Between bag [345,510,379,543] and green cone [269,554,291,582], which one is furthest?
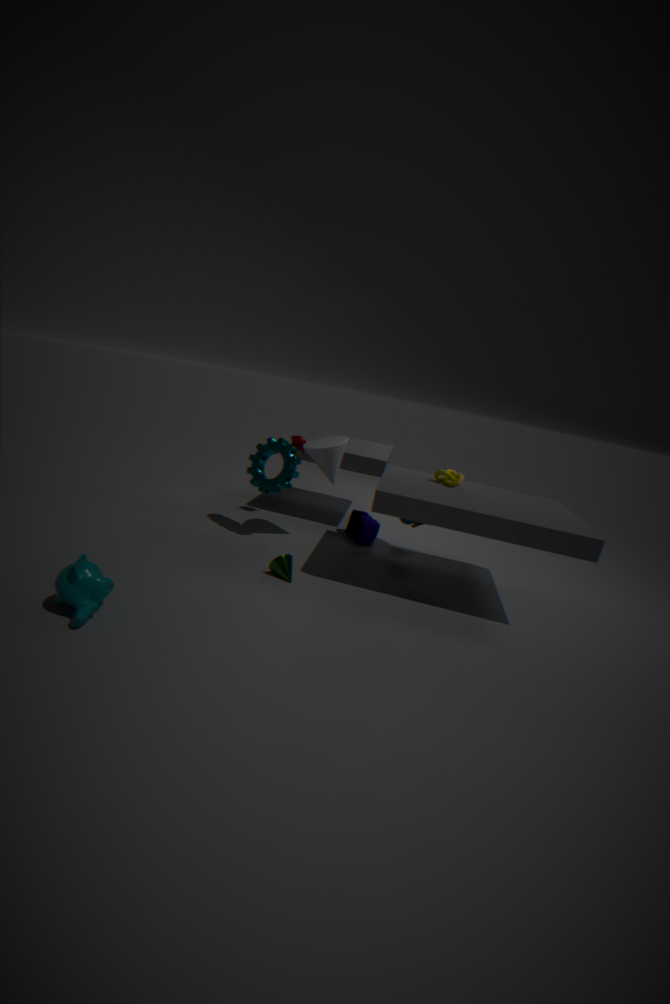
bag [345,510,379,543]
